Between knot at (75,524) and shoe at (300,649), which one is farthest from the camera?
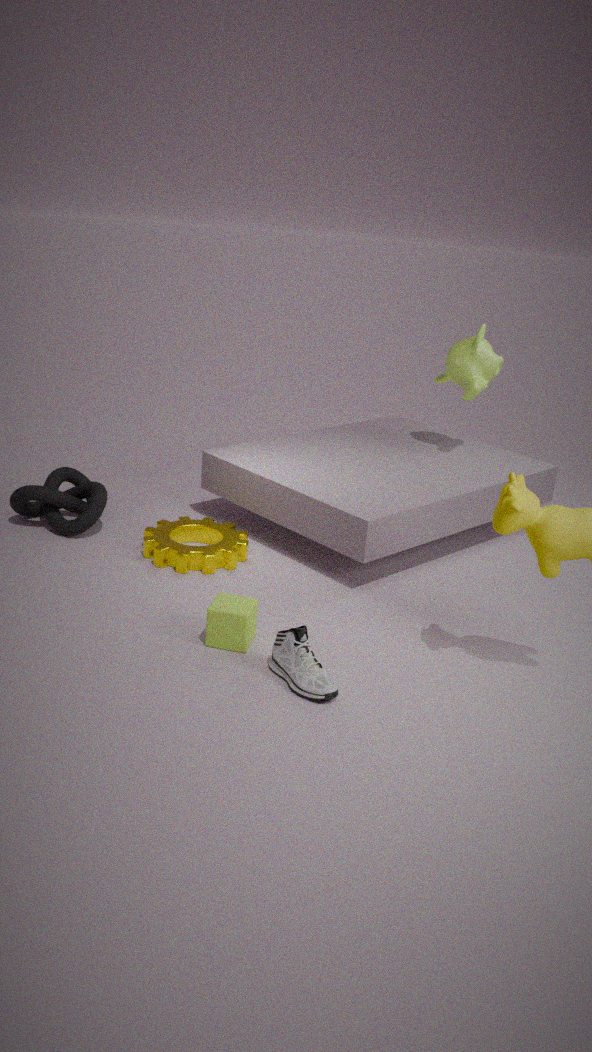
knot at (75,524)
